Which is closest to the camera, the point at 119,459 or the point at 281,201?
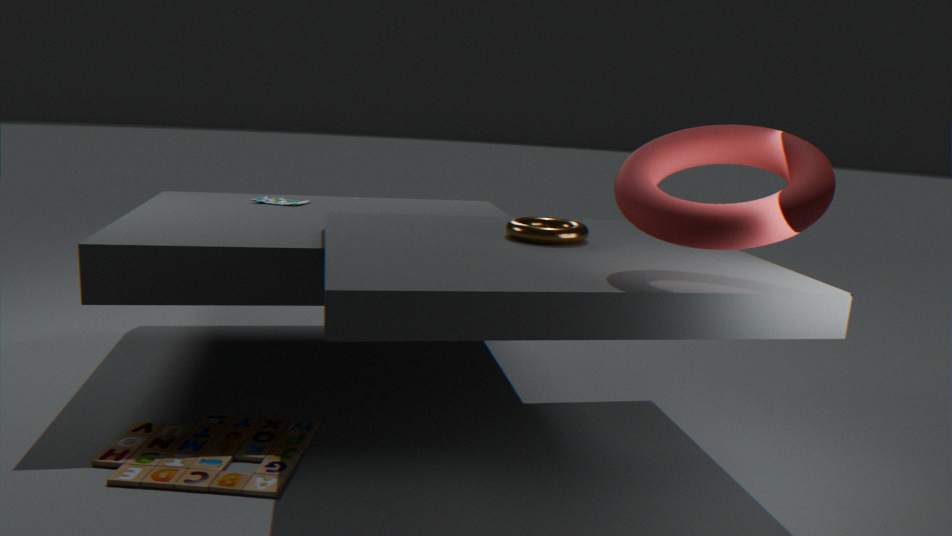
the point at 119,459
